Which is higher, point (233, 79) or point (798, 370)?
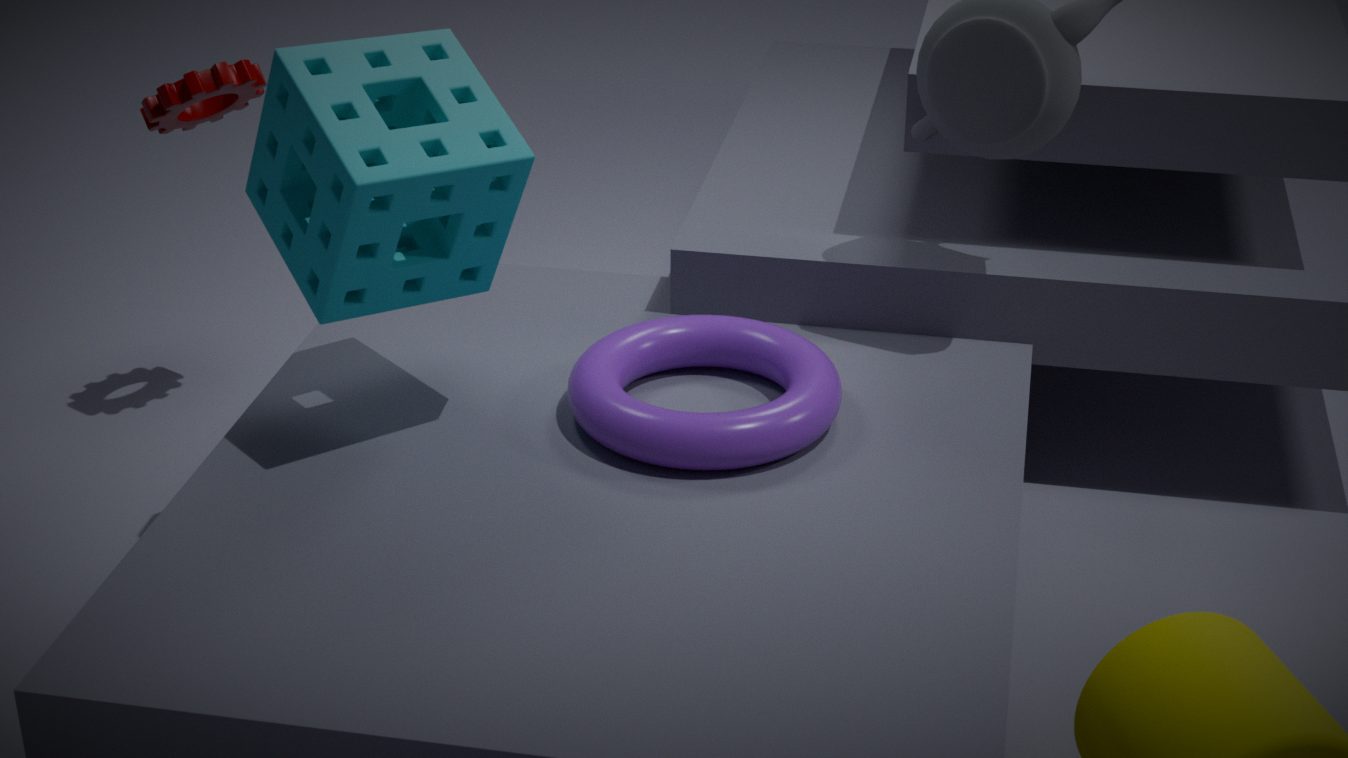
point (233, 79)
